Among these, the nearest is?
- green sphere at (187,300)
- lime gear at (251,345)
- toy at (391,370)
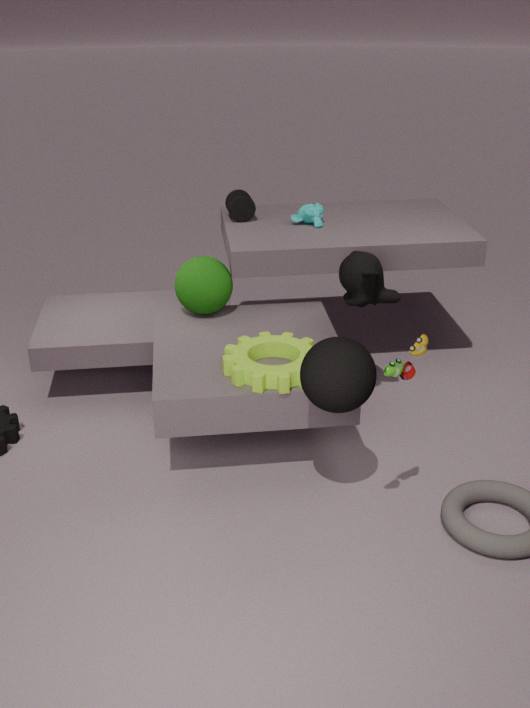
toy at (391,370)
